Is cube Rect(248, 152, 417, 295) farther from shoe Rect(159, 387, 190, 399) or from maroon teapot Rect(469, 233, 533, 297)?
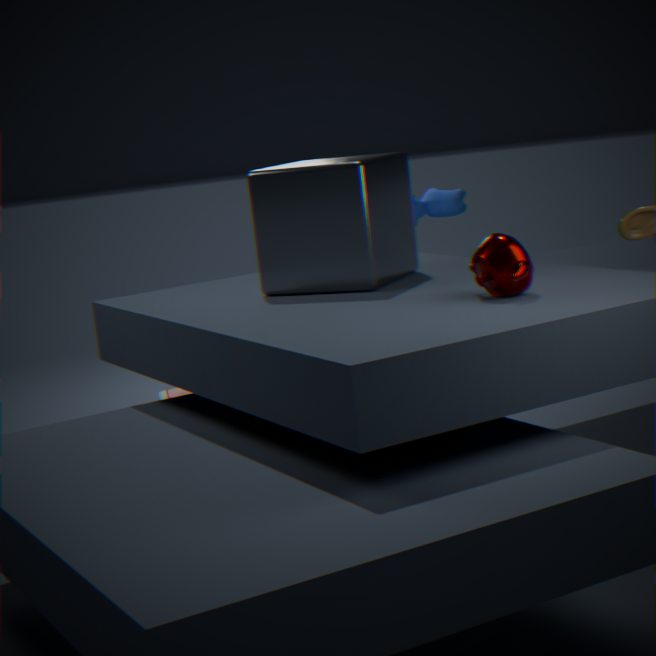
shoe Rect(159, 387, 190, 399)
